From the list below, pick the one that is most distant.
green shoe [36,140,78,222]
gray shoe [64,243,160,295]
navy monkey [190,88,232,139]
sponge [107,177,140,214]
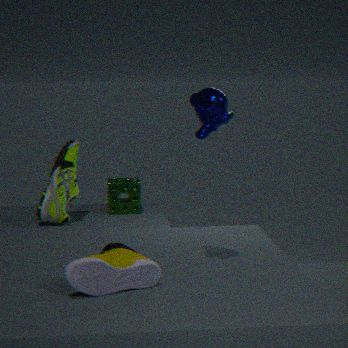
sponge [107,177,140,214]
